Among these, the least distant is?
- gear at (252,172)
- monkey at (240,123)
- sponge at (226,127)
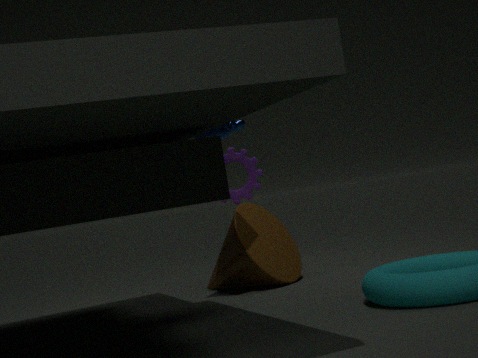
sponge at (226,127)
